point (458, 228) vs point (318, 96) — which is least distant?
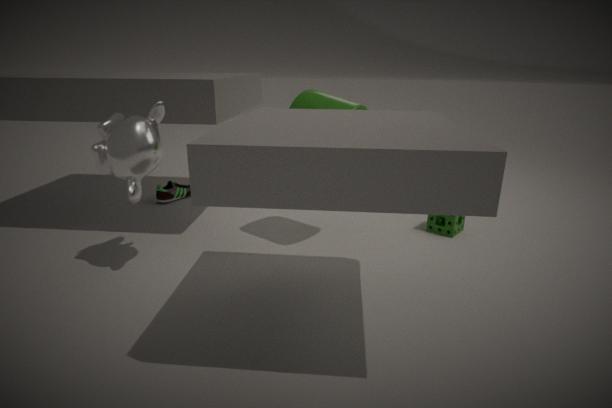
point (318, 96)
